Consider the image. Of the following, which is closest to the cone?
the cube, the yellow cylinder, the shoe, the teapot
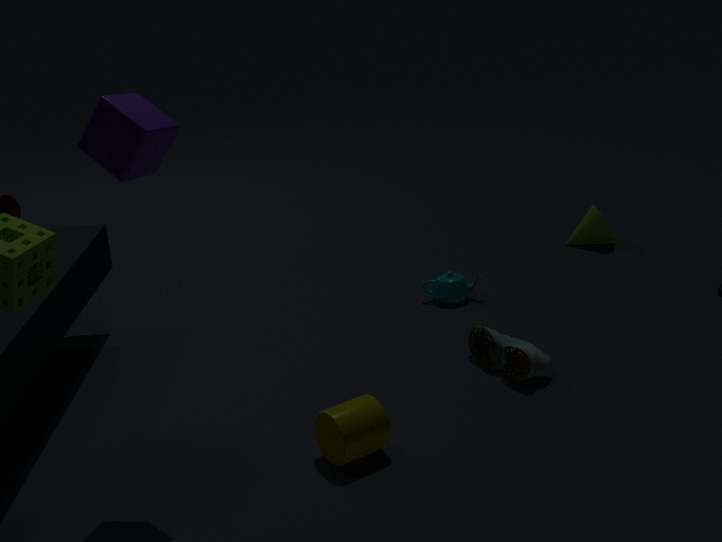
the teapot
